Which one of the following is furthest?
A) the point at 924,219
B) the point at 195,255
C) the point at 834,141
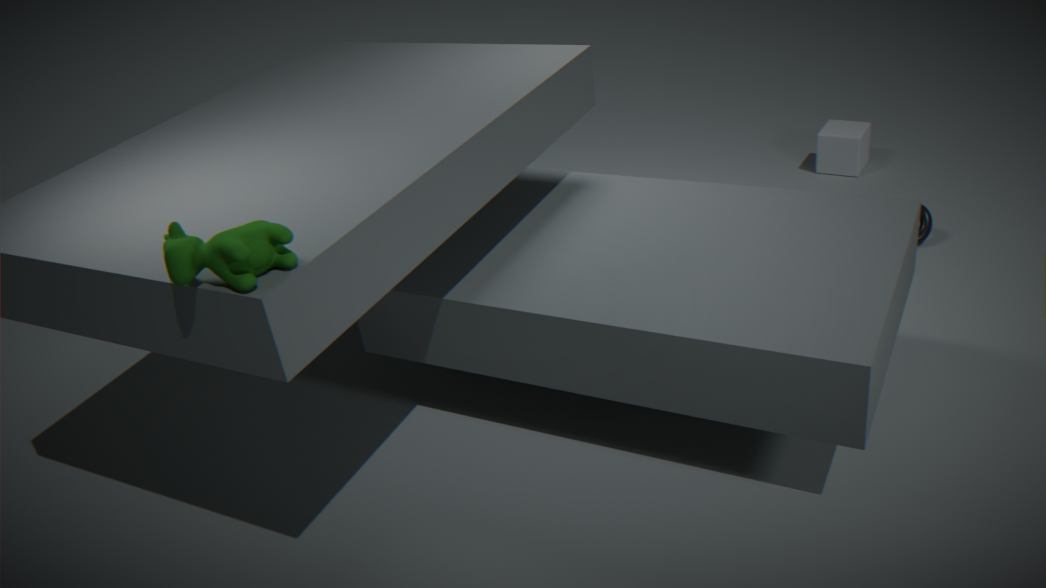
the point at 834,141
